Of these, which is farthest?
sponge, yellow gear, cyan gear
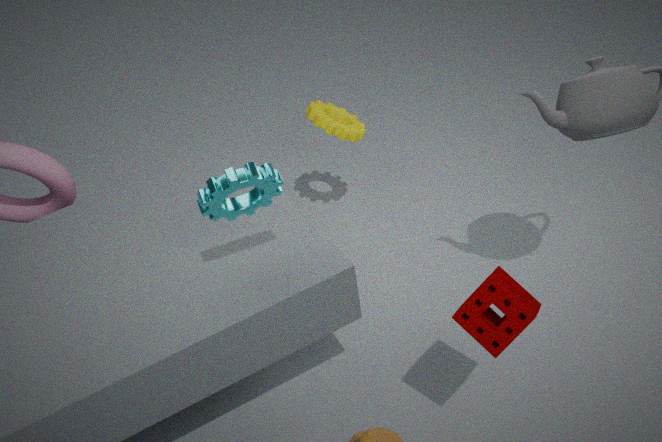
yellow gear
